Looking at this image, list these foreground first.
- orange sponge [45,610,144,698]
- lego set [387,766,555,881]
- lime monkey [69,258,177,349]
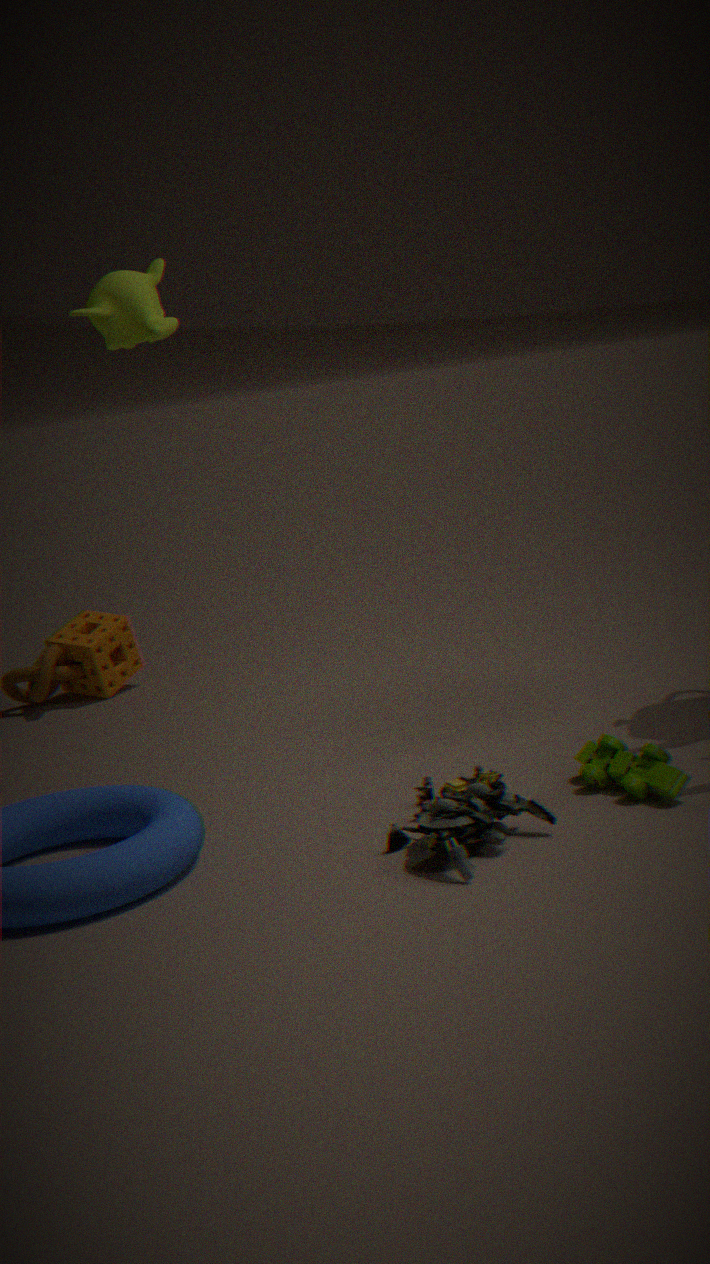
lego set [387,766,555,881]
lime monkey [69,258,177,349]
orange sponge [45,610,144,698]
